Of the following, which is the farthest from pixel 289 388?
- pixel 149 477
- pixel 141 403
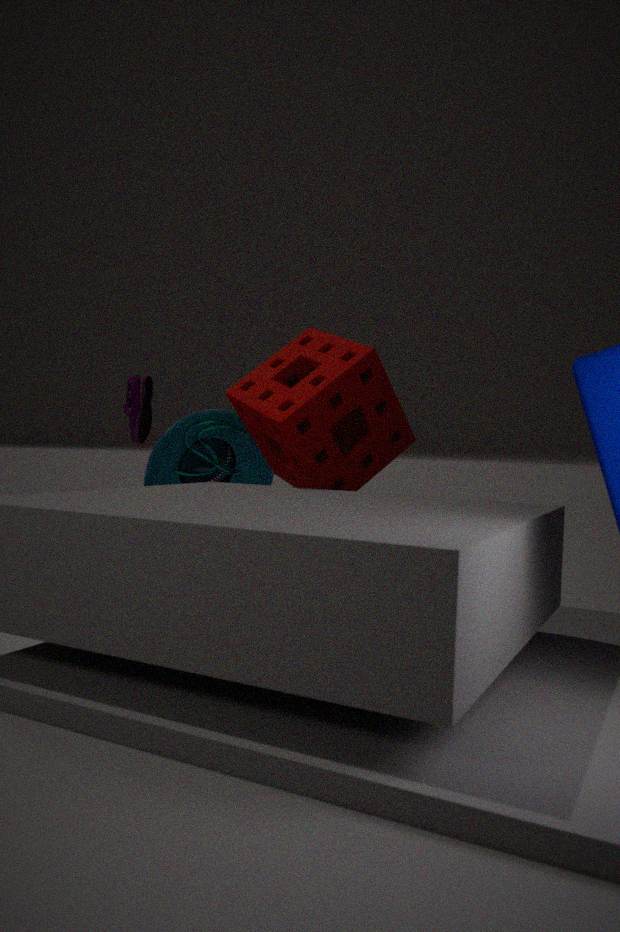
pixel 141 403
